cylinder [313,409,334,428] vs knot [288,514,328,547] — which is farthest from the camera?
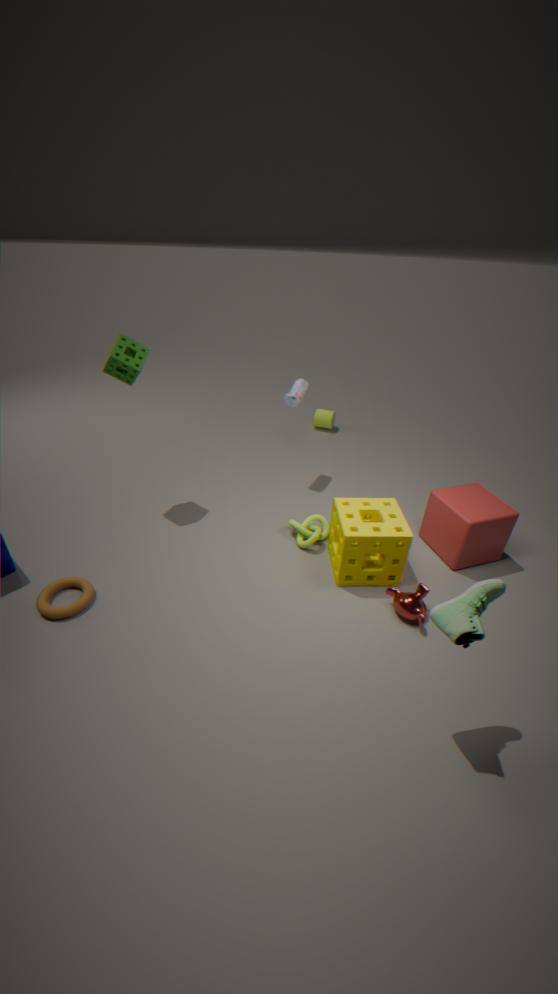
cylinder [313,409,334,428]
